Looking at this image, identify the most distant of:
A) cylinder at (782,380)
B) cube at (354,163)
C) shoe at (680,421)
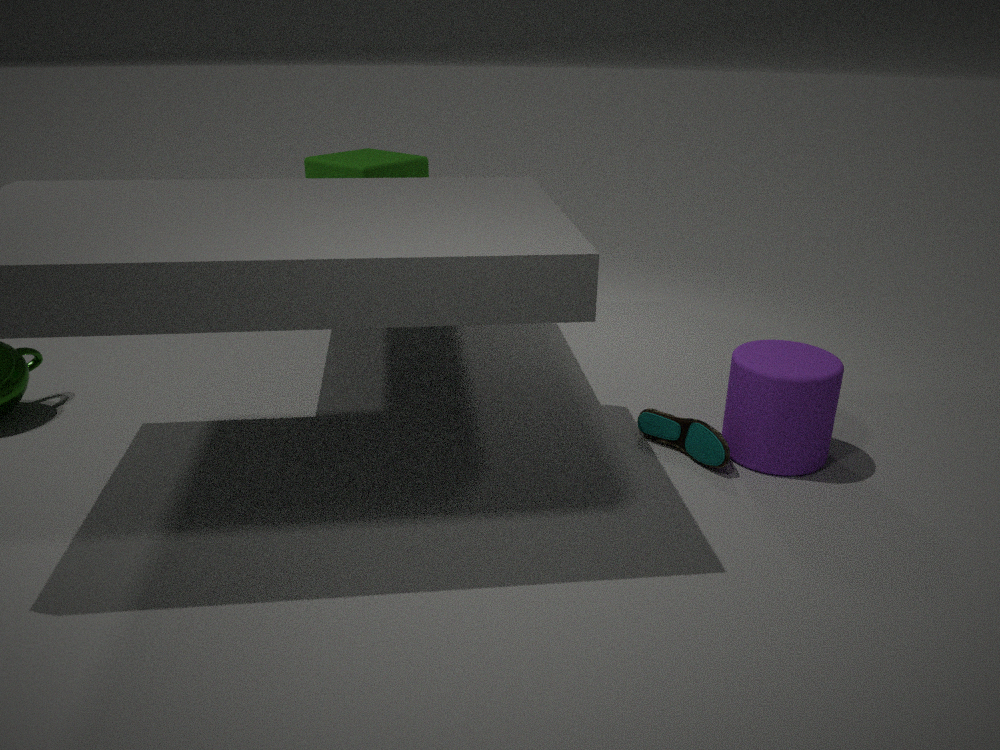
cube at (354,163)
